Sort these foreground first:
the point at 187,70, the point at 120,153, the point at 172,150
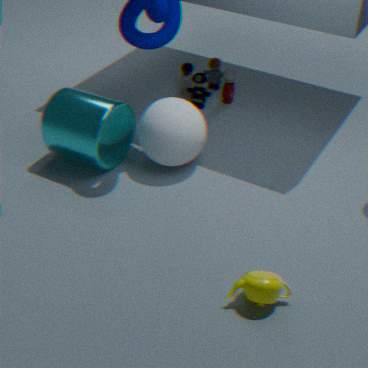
the point at 172,150, the point at 120,153, the point at 187,70
